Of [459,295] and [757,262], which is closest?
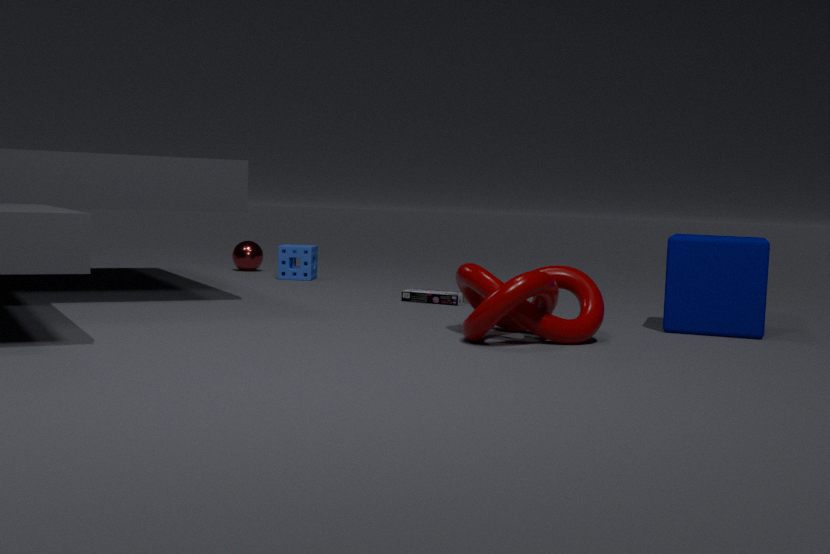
[757,262]
